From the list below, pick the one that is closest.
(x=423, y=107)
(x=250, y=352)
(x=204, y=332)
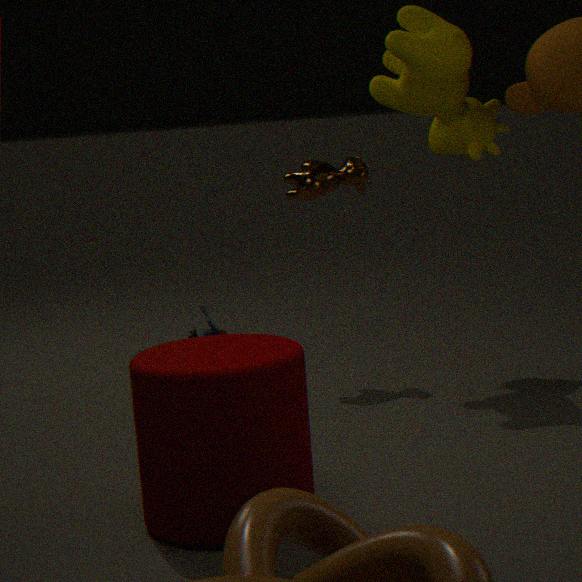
(x=250, y=352)
